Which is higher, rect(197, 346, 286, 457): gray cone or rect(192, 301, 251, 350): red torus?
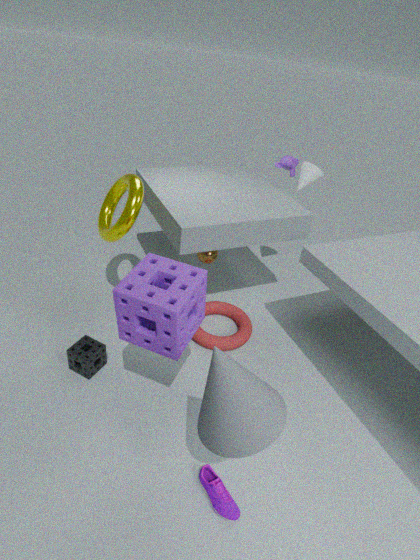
rect(197, 346, 286, 457): gray cone
